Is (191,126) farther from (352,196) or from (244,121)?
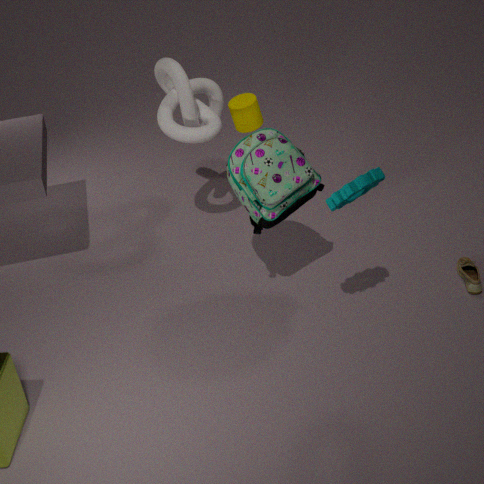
(352,196)
